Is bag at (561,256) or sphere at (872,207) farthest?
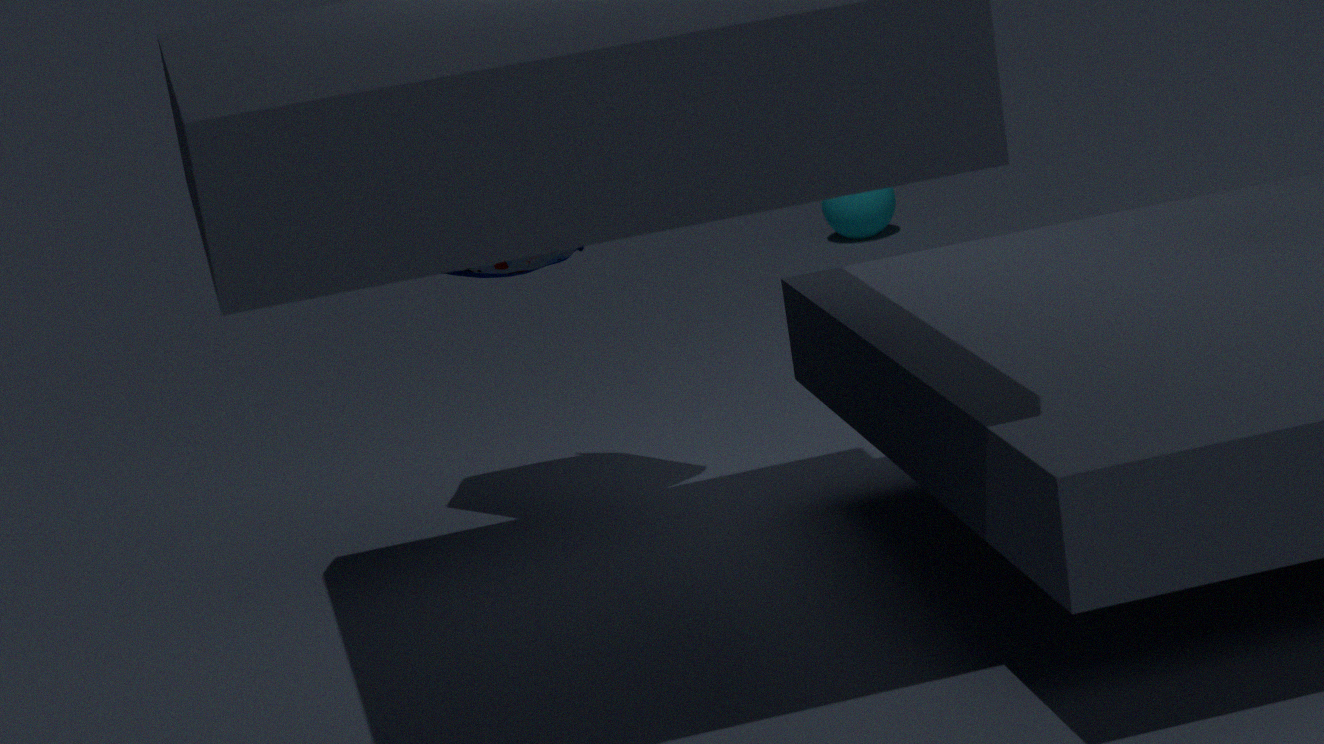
sphere at (872,207)
